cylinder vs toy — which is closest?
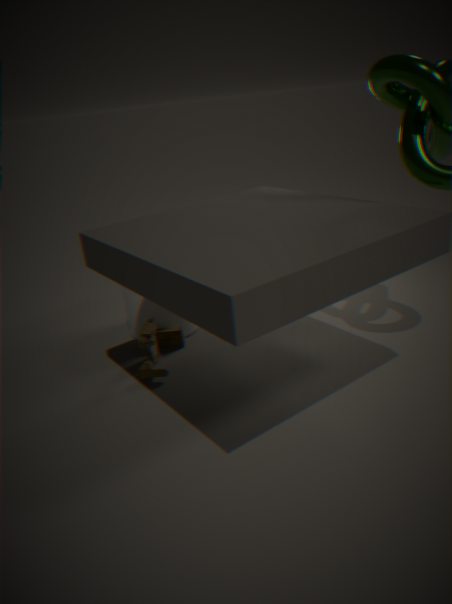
toy
